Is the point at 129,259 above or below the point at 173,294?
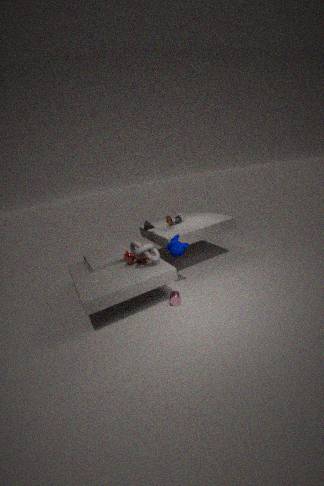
above
